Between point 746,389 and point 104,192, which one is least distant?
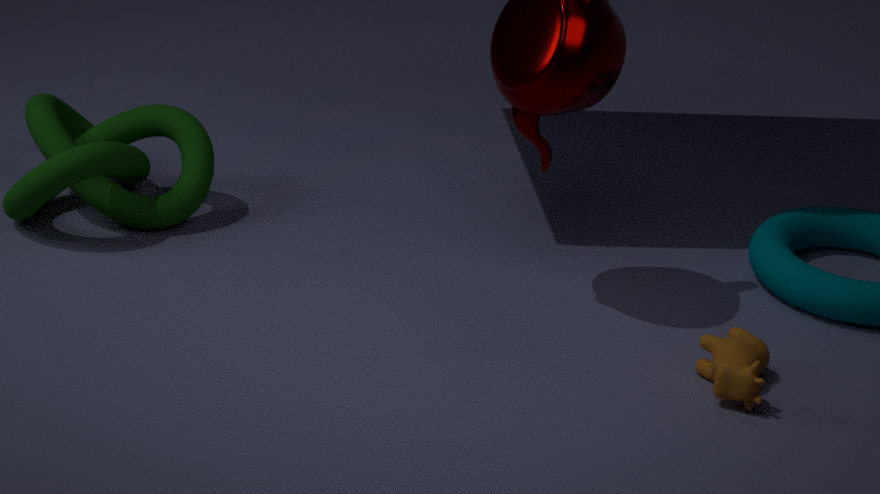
point 746,389
